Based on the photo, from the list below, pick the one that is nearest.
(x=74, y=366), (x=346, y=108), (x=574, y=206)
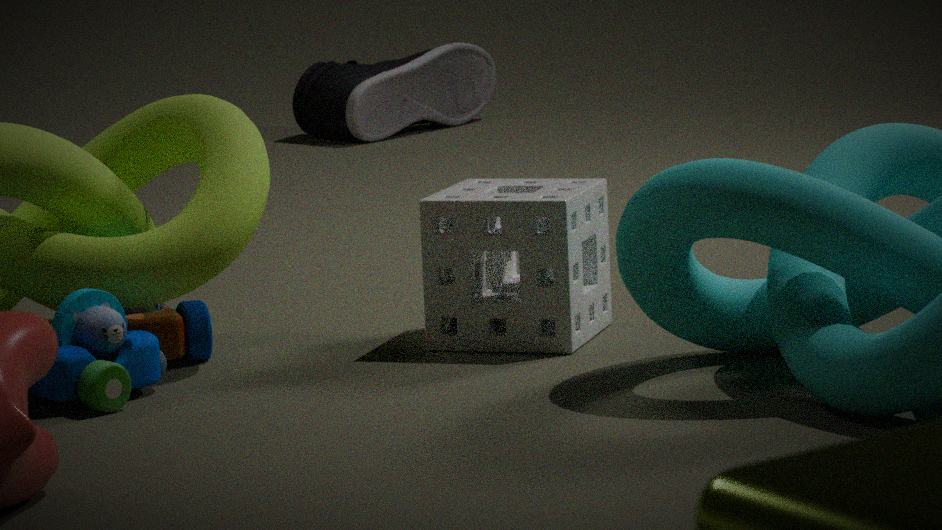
(x=74, y=366)
